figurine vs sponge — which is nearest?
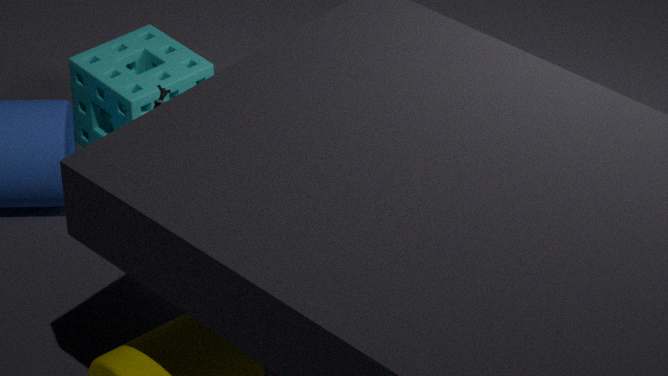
figurine
